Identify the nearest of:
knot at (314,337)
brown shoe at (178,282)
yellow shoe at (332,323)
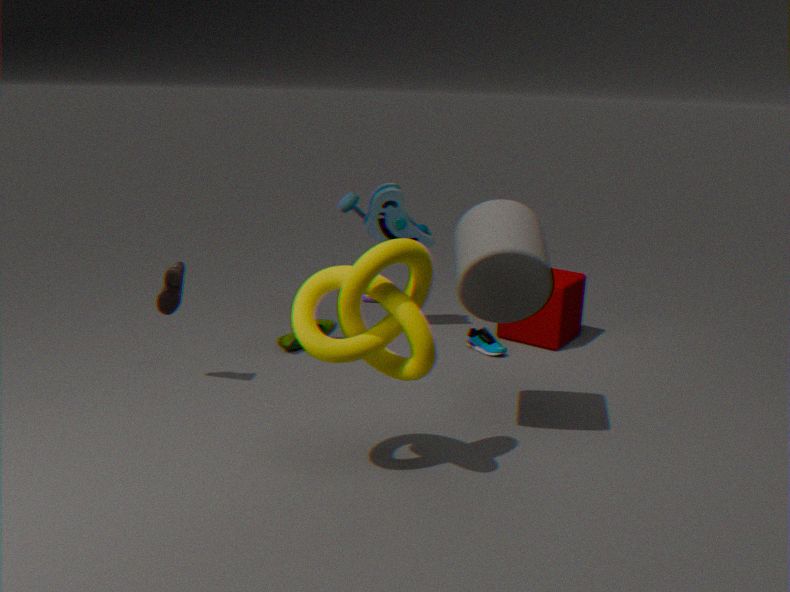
knot at (314,337)
